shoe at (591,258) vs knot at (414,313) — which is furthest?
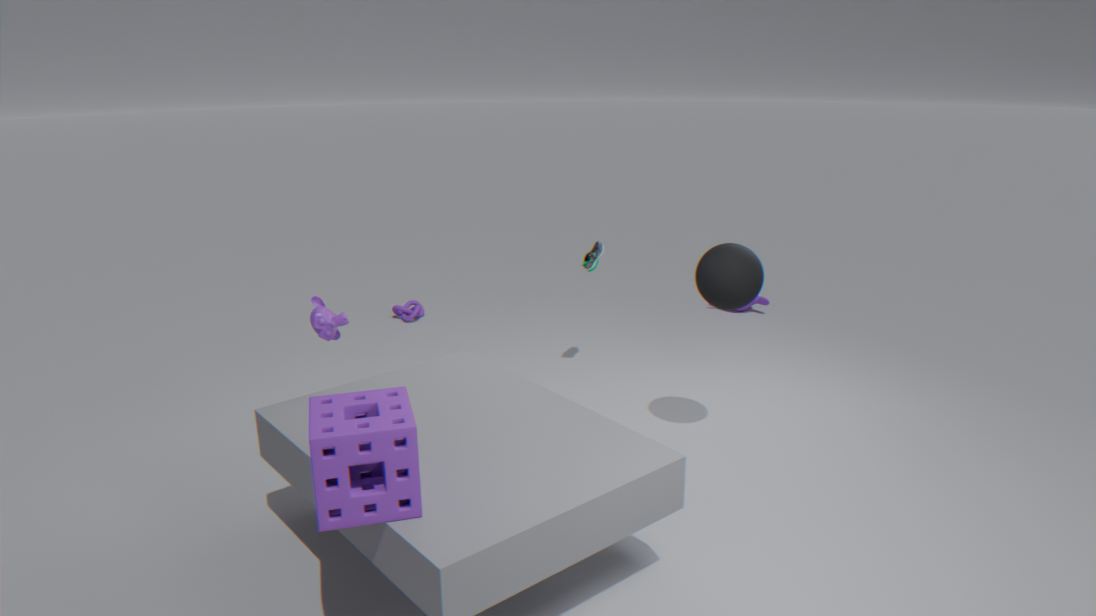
knot at (414,313)
